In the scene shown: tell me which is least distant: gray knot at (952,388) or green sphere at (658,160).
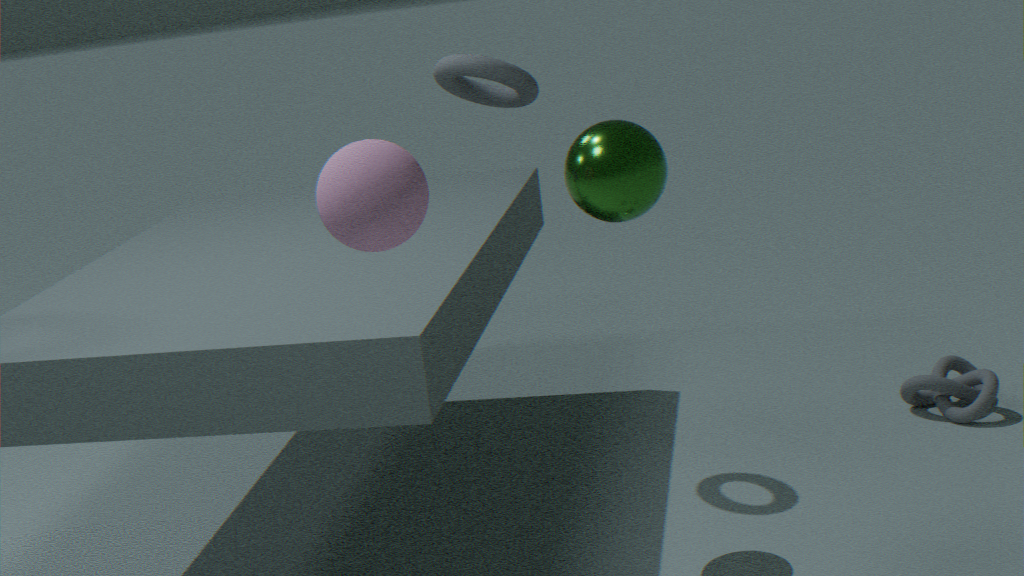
green sphere at (658,160)
